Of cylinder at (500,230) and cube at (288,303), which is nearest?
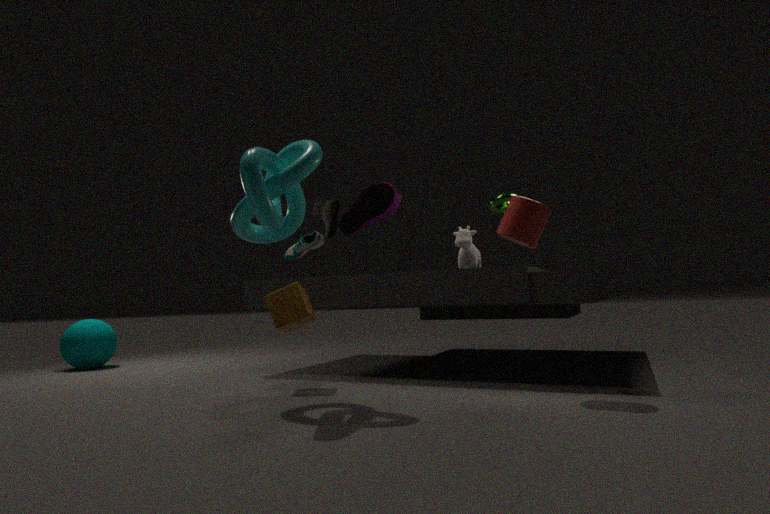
cylinder at (500,230)
